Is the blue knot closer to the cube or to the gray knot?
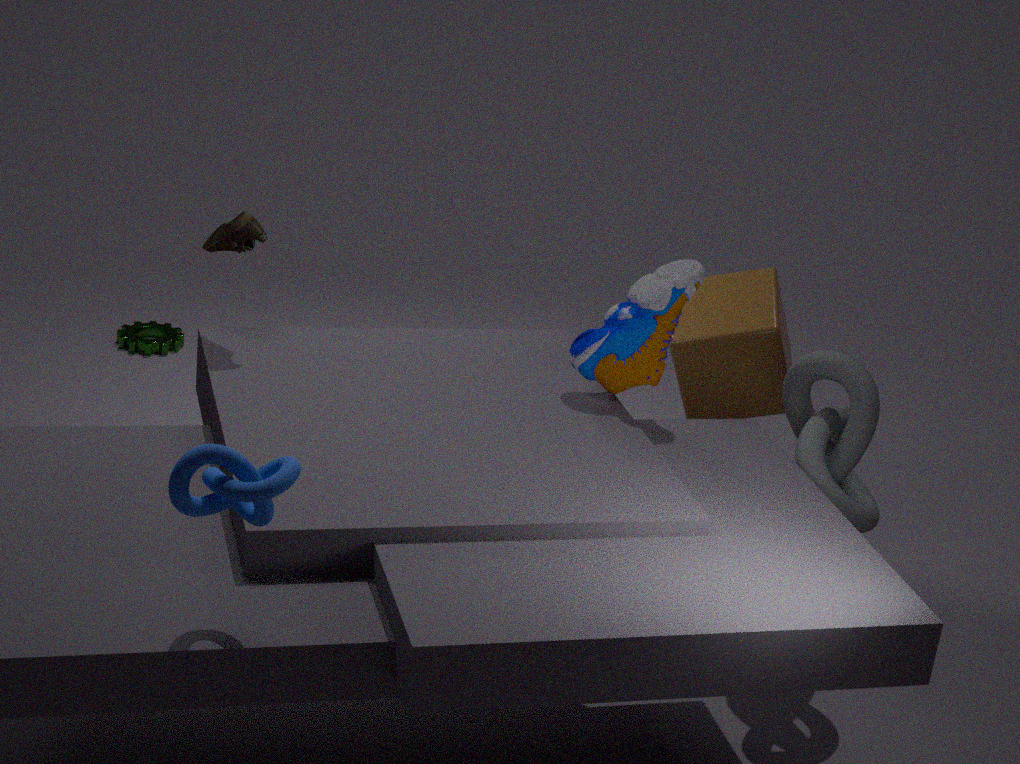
the gray knot
